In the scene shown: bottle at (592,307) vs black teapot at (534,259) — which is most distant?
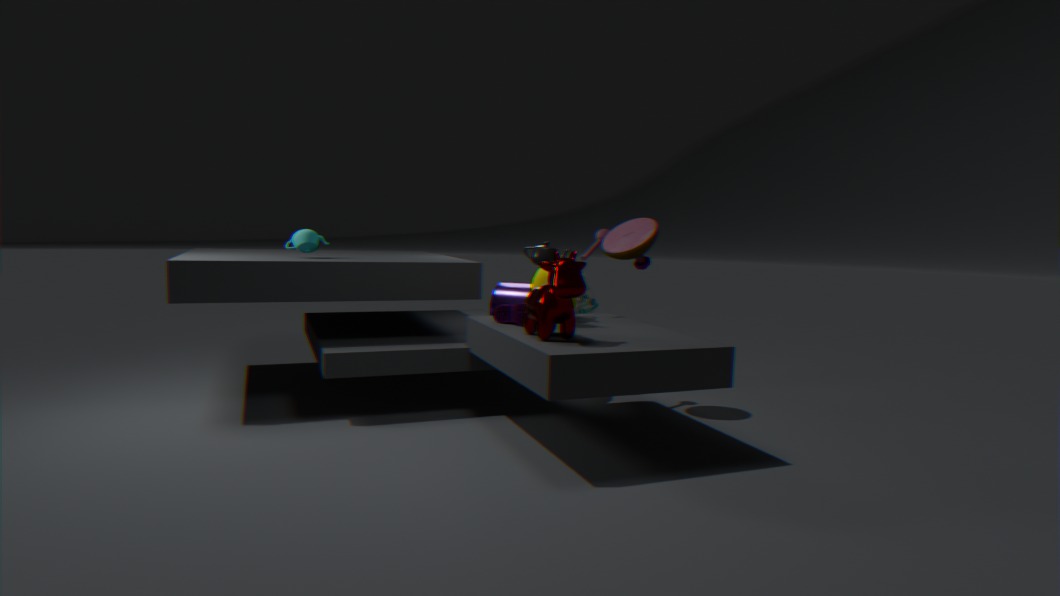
bottle at (592,307)
